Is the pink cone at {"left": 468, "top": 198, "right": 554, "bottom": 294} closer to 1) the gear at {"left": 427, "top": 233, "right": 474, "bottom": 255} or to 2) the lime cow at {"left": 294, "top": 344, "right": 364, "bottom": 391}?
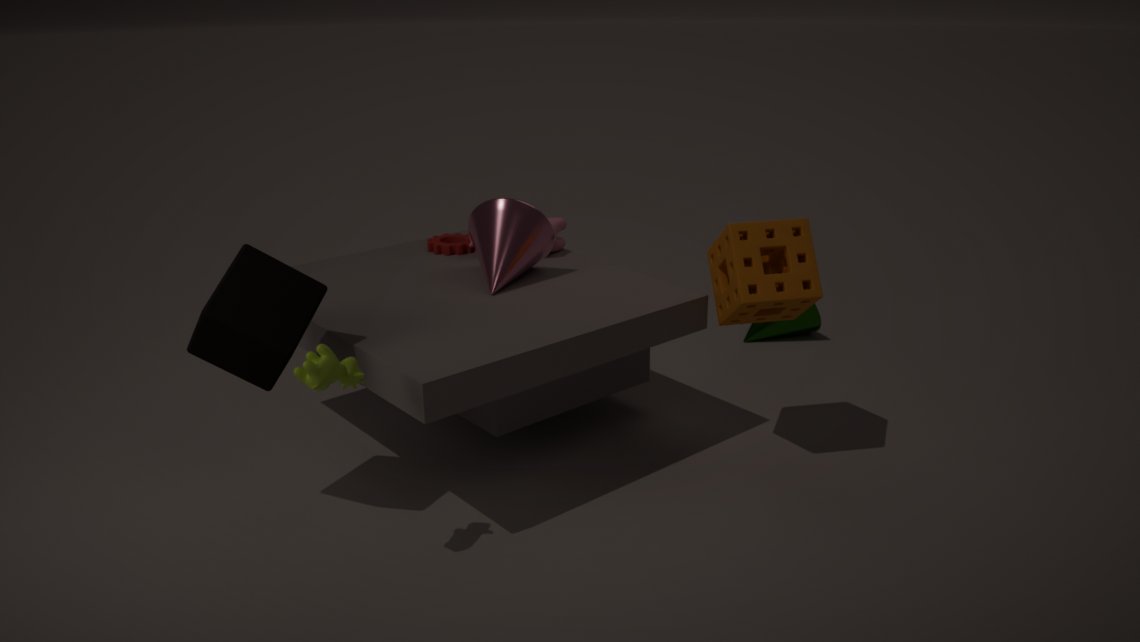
1) the gear at {"left": 427, "top": 233, "right": 474, "bottom": 255}
